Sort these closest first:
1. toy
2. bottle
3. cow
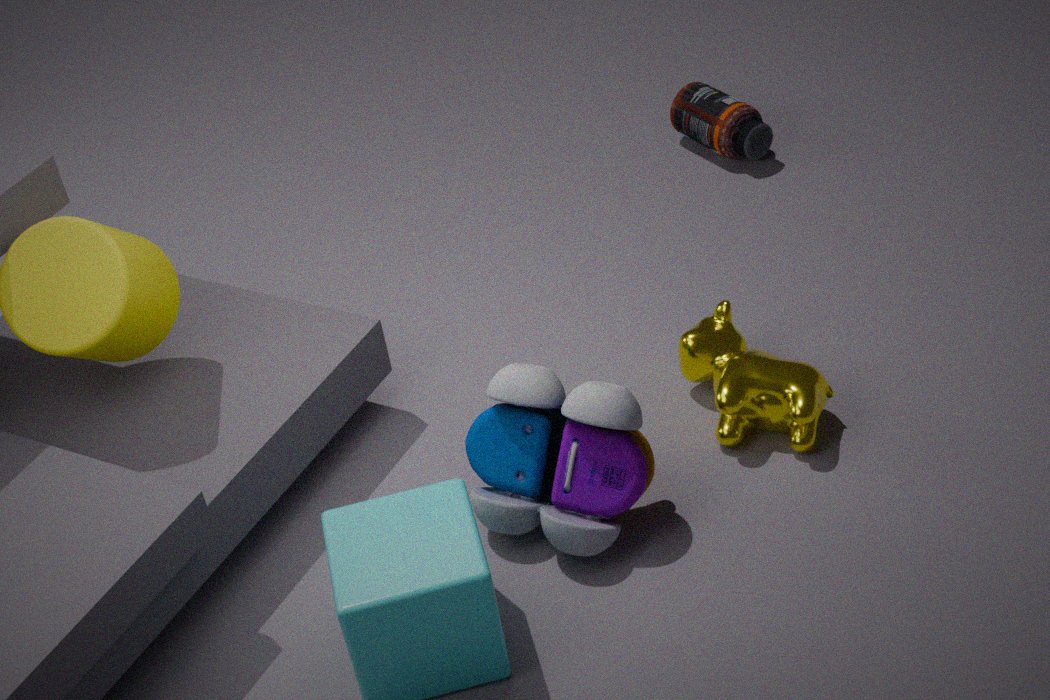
toy
cow
bottle
